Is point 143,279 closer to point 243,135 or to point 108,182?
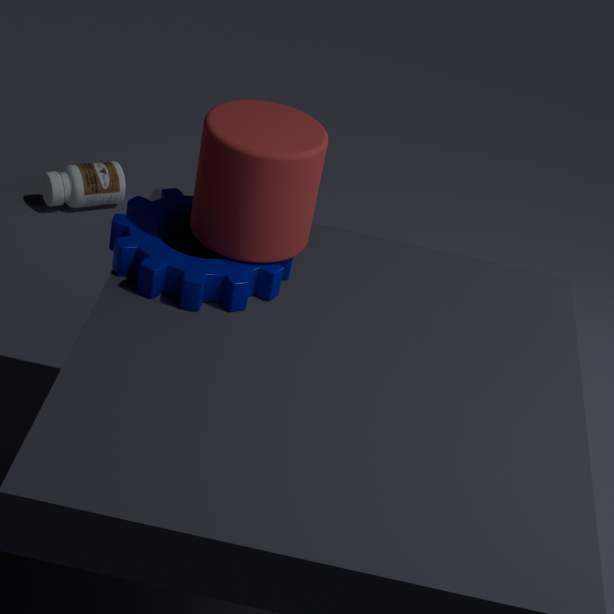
point 243,135
